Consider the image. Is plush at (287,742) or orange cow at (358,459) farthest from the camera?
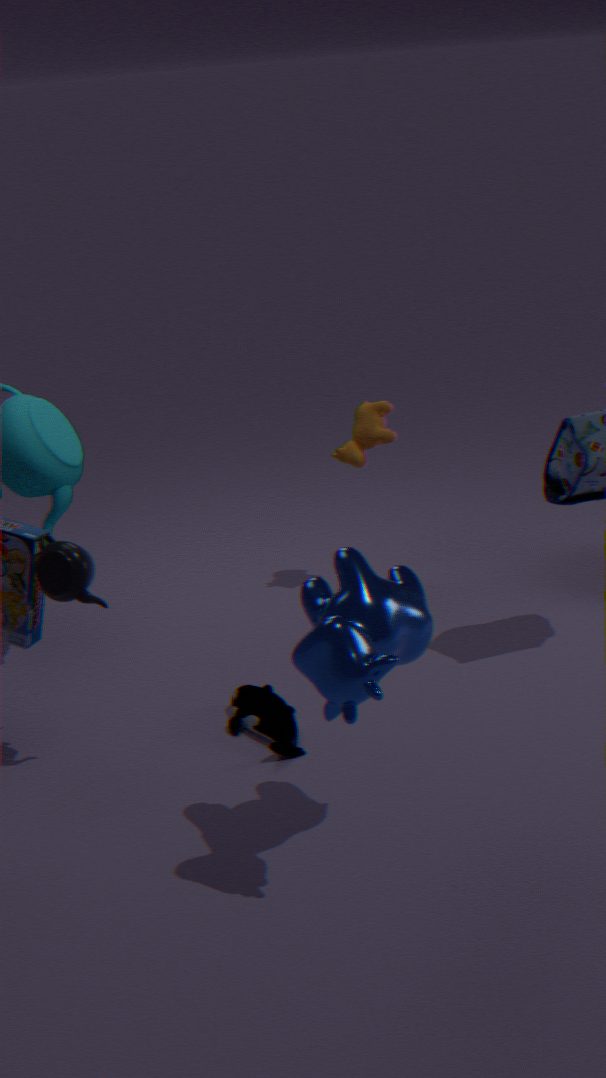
orange cow at (358,459)
